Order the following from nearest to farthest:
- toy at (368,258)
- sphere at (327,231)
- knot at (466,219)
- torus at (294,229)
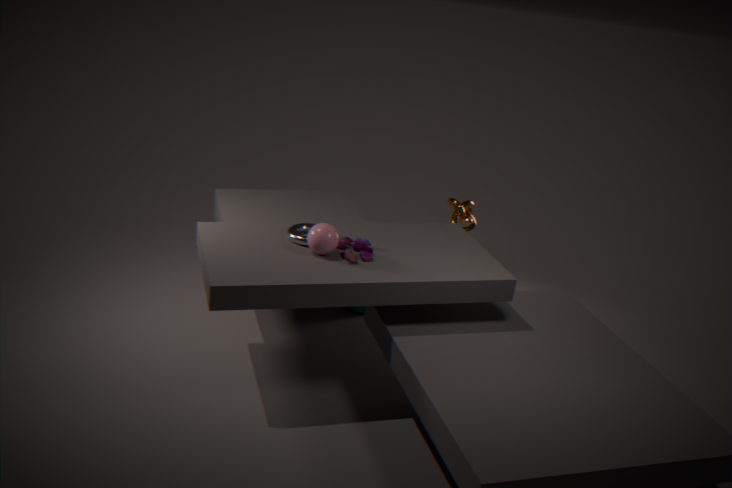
sphere at (327,231), toy at (368,258), torus at (294,229), knot at (466,219)
